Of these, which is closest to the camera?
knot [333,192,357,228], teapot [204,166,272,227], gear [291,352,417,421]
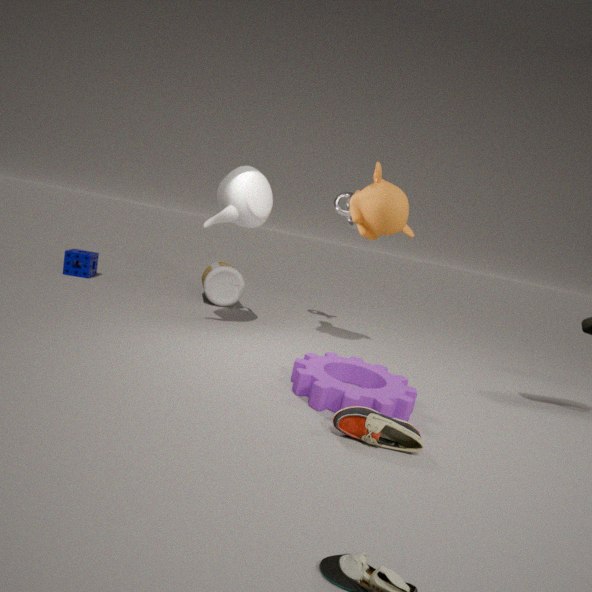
gear [291,352,417,421]
